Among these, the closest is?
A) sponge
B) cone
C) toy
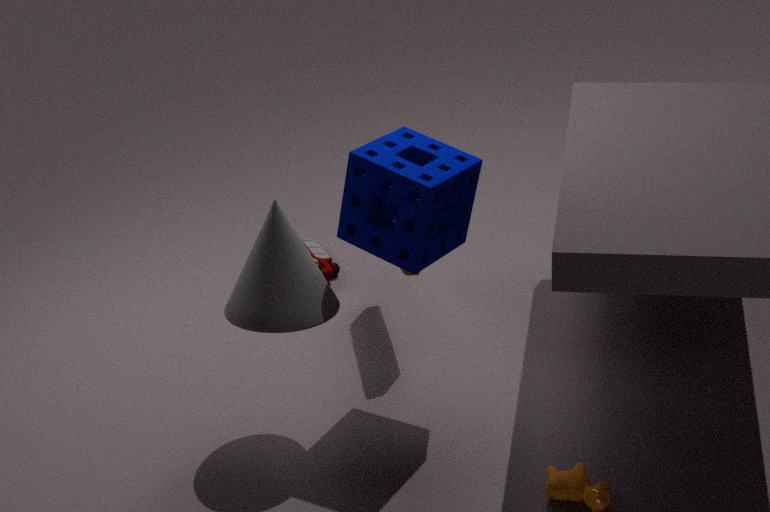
sponge
